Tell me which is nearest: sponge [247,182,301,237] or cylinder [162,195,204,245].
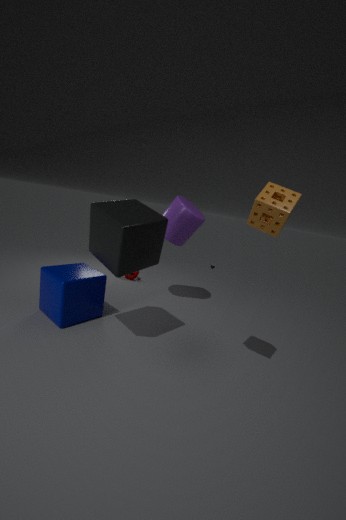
sponge [247,182,301,237]
